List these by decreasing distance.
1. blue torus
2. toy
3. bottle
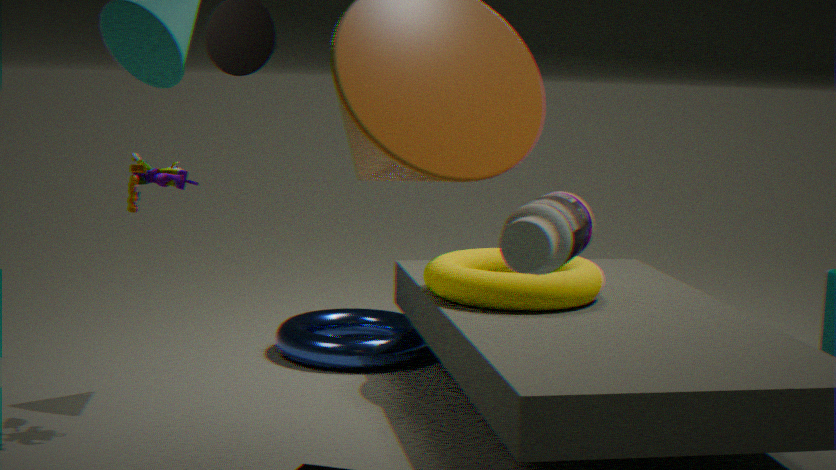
blue torus
toy
bottle
